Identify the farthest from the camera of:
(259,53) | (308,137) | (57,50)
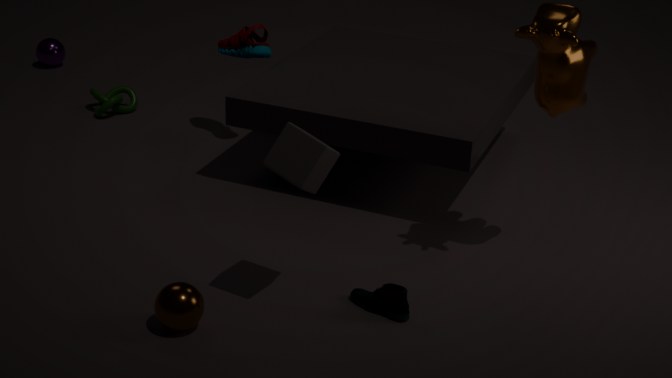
(57,50)
